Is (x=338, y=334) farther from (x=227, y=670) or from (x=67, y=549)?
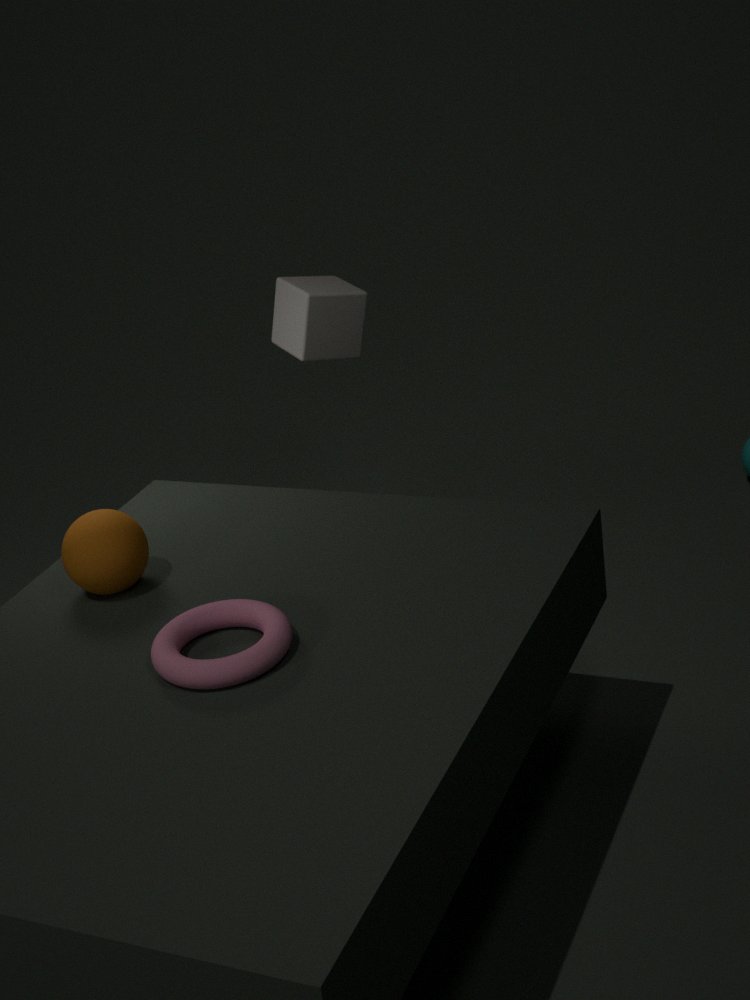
(x=227, y=670)
